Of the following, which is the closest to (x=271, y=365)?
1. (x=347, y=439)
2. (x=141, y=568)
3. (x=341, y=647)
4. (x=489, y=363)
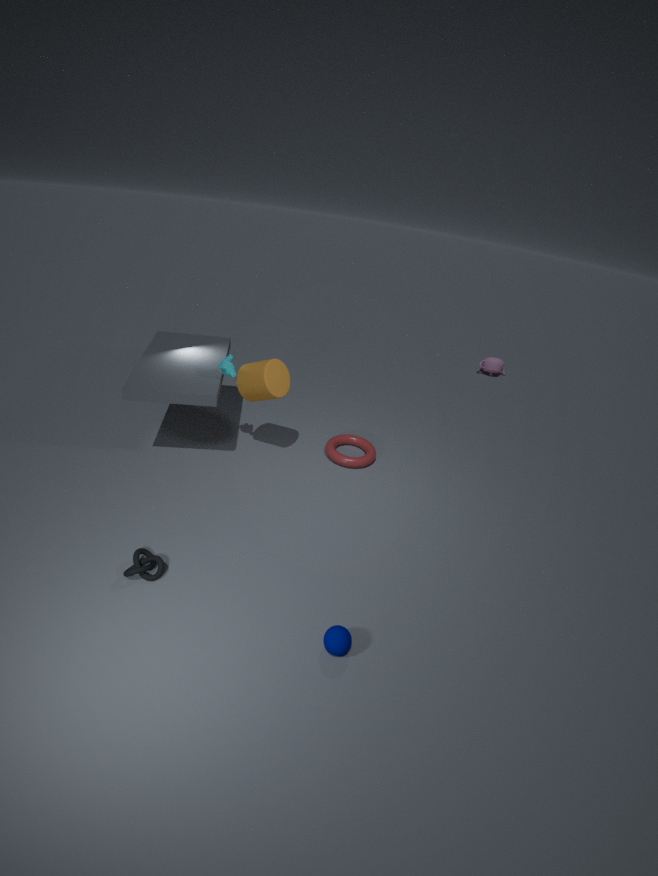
(x=347, y=439)
